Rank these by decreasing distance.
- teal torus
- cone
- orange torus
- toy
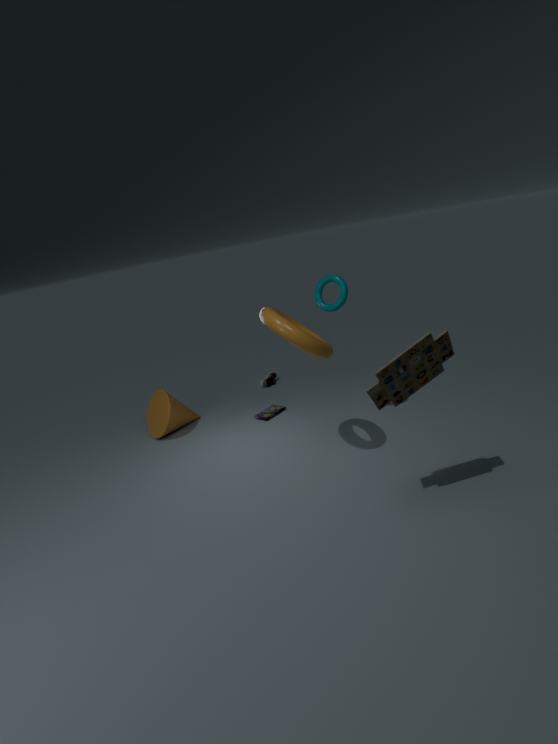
cone
teal torus
orange torus
toy
